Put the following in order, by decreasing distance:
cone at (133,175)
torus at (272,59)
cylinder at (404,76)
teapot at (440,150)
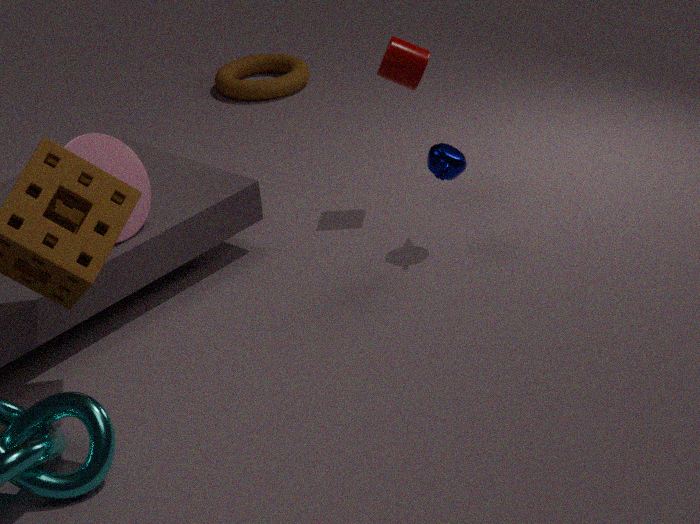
1. torus at (272,59)
2. cylinder at (404,76)
3. teapot at (440,150)
4. cone at (133,175)
